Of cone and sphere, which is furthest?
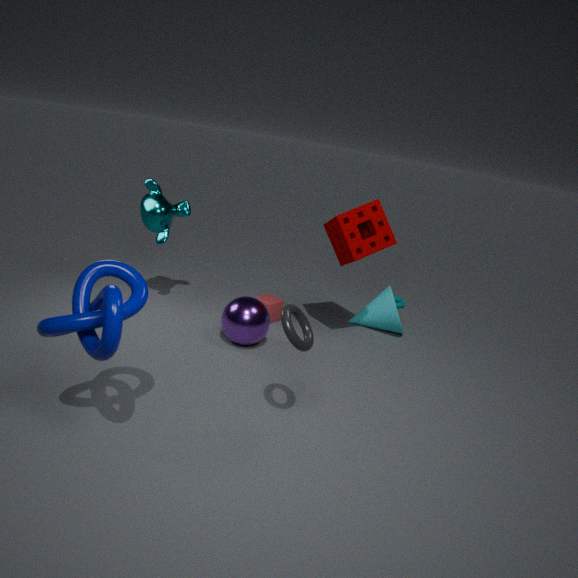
cone
